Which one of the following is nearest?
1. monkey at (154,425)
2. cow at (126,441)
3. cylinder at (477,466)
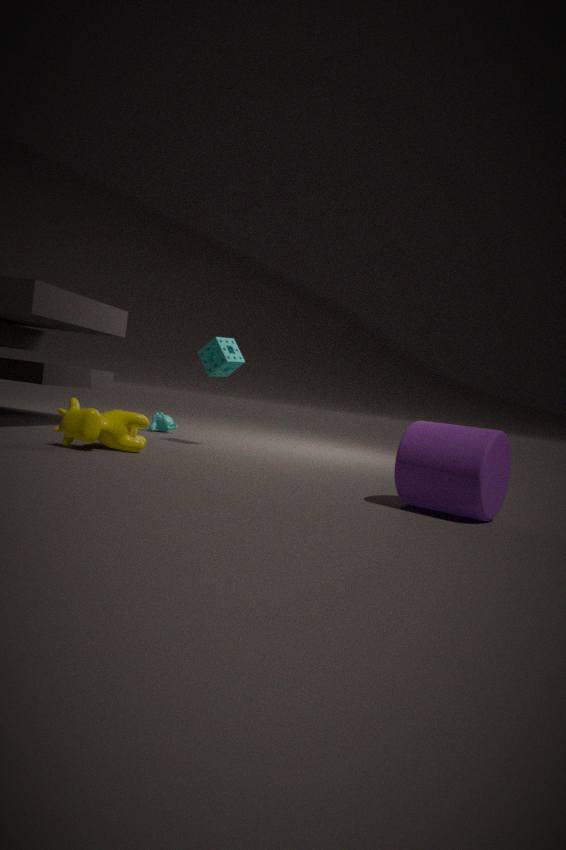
cylinder at (477,466)
